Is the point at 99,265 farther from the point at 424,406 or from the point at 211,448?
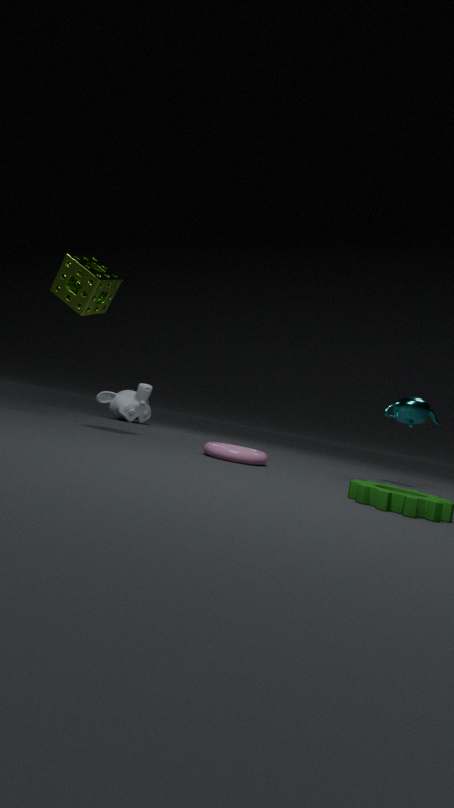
the point at 424,406
